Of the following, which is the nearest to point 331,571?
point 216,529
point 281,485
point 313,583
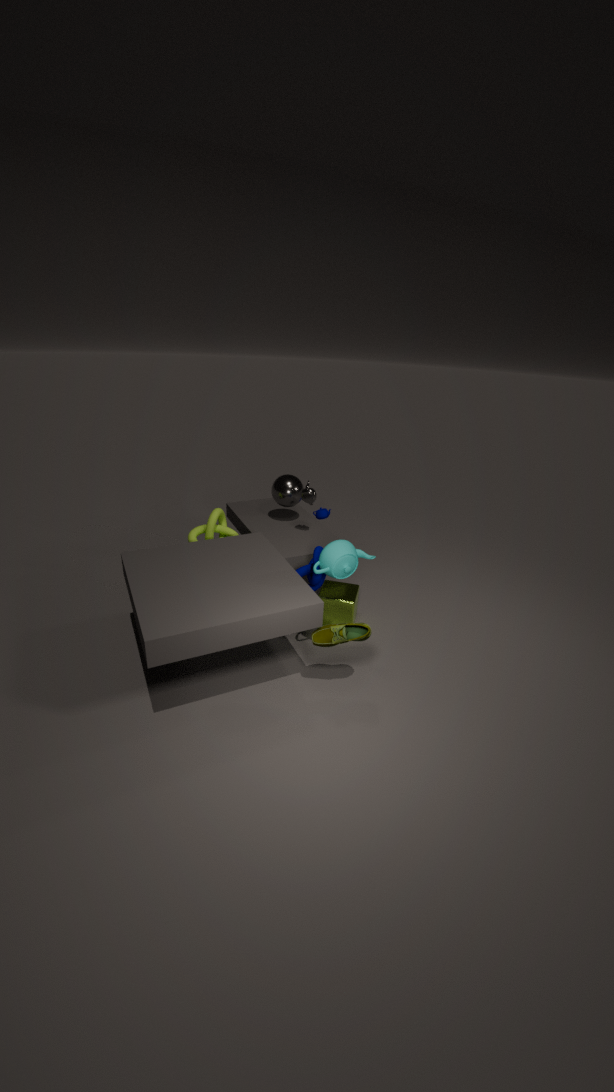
point 313,583
